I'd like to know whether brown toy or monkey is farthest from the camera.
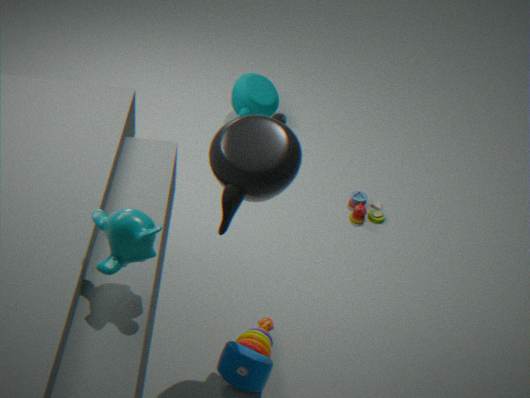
brown toy
